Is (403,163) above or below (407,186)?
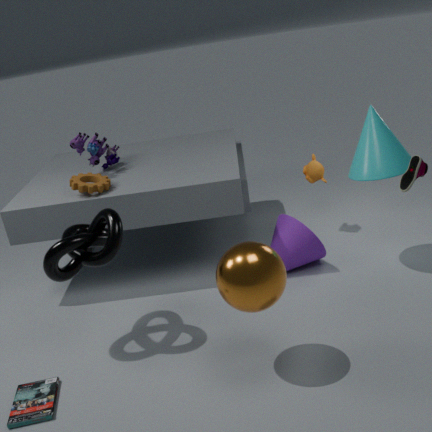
below
